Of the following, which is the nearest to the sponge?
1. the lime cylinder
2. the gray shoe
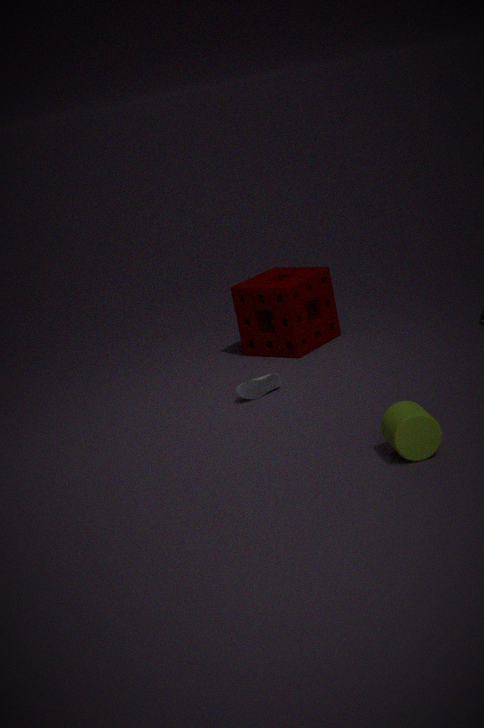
the gray shoe
